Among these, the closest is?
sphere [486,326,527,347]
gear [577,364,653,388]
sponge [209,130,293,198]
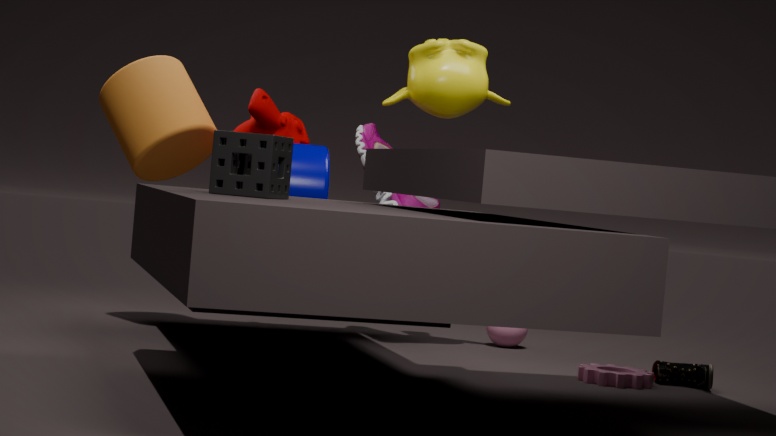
sponge [209,130,293,198]
